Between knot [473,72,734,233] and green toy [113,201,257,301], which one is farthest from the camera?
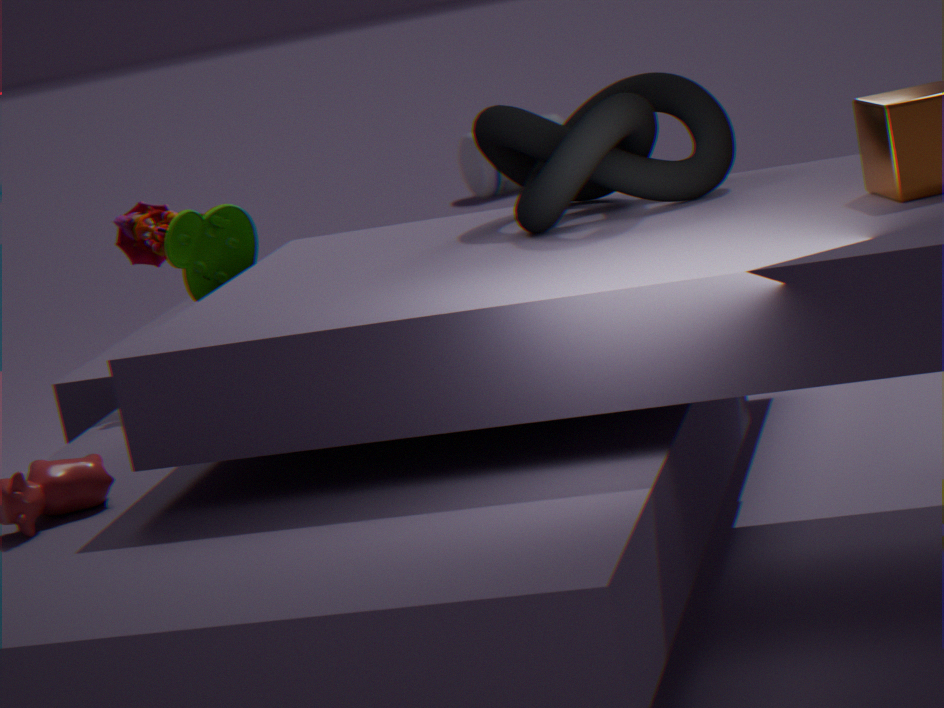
green toy [113,201,257,301]
